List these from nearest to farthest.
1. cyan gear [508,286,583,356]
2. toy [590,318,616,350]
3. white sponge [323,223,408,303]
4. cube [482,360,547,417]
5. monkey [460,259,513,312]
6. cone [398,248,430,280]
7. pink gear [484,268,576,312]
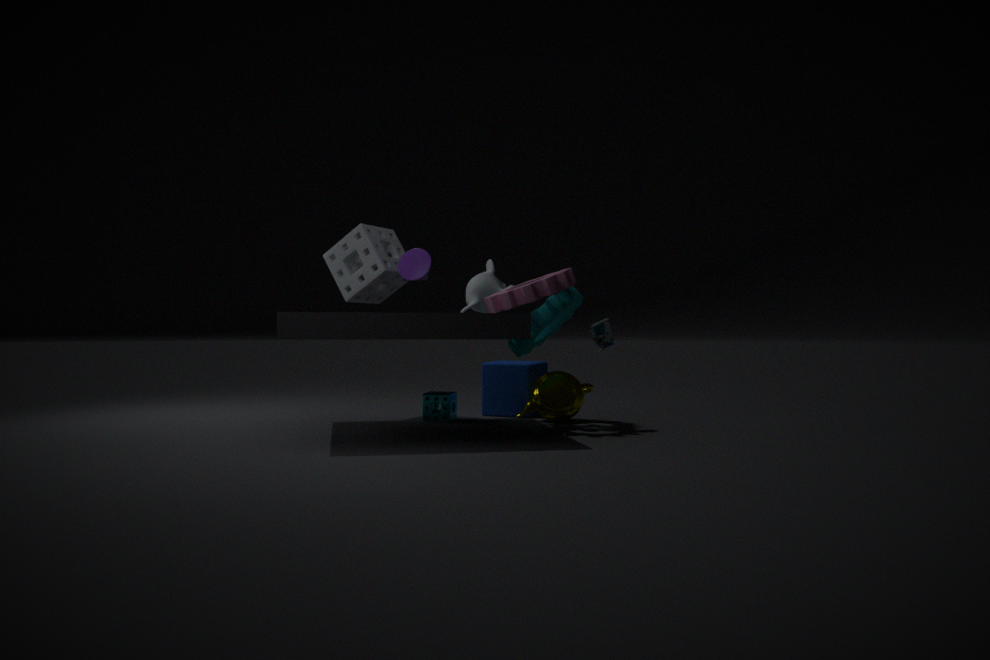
pink gear [484,268,576,312] < toy [590,318,616,350] < cyan gear [508,286,583,356] < cone [398,248,430,280] < white sponge [323,223,408,303] < cube [482,360,547,417] < monkey [460,259,513,312]
